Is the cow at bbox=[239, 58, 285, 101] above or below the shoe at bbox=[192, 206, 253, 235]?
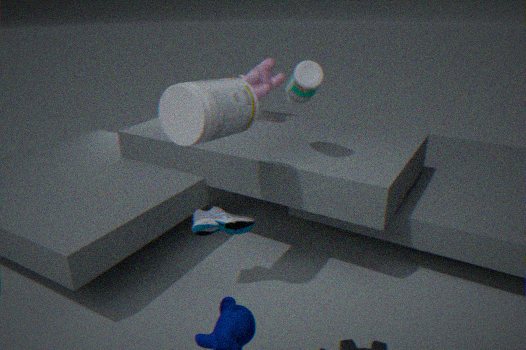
above
